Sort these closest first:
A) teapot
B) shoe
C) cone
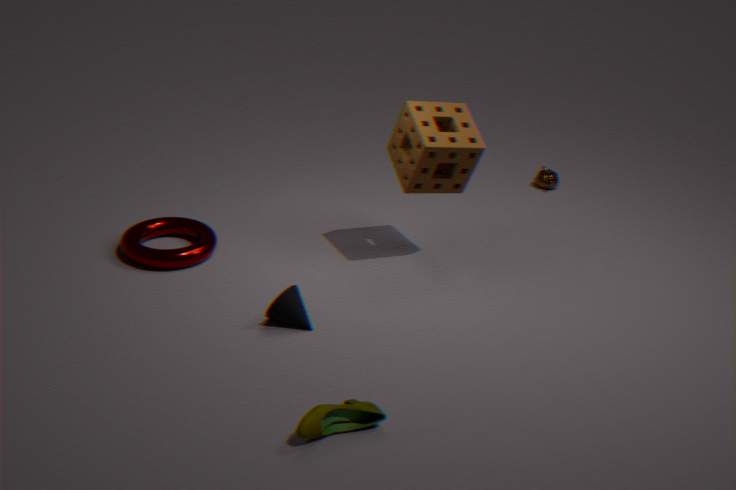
shoe < cone < teapot
